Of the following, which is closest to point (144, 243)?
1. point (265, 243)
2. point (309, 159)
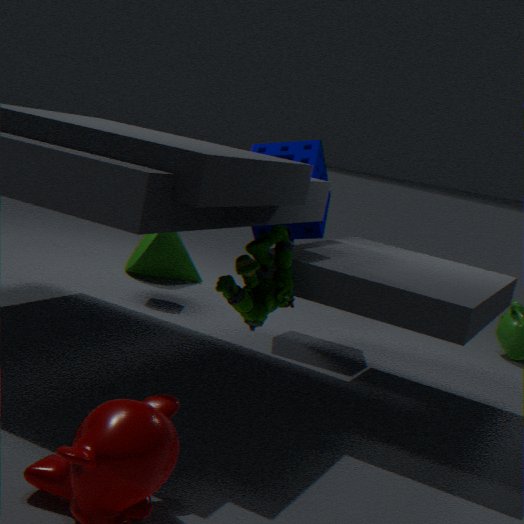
point (309, 159)
